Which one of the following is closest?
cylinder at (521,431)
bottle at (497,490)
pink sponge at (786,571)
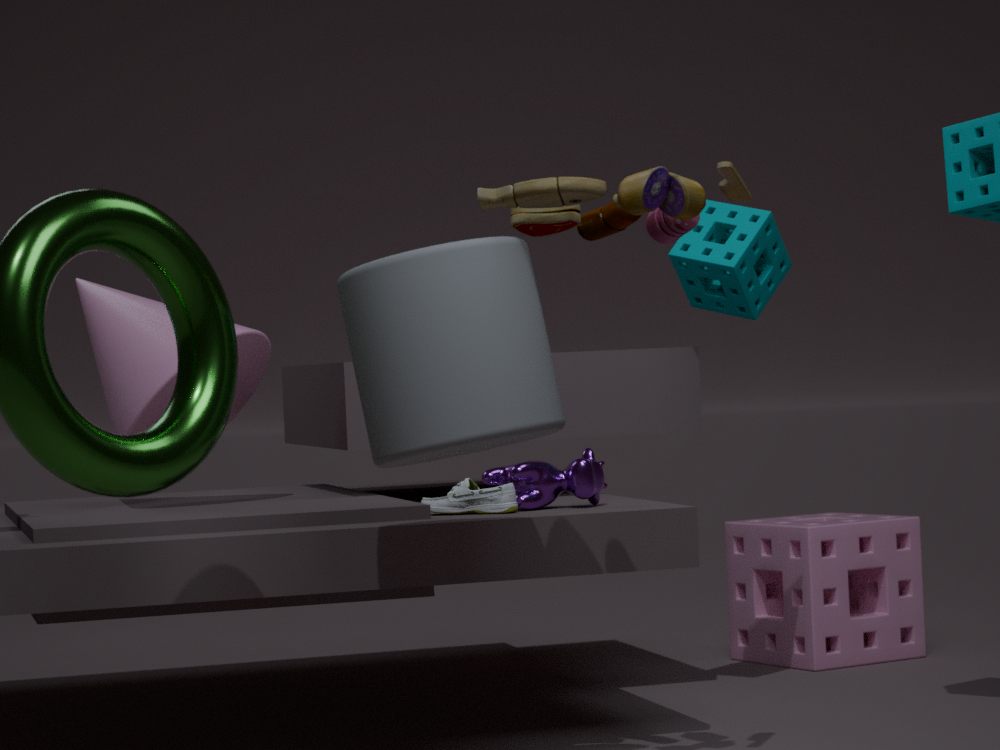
cylinder at (521,431)
